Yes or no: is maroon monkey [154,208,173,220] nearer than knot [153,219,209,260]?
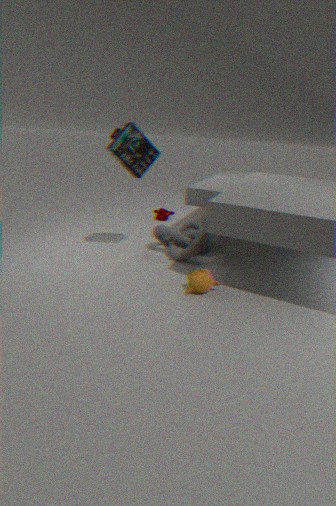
No
